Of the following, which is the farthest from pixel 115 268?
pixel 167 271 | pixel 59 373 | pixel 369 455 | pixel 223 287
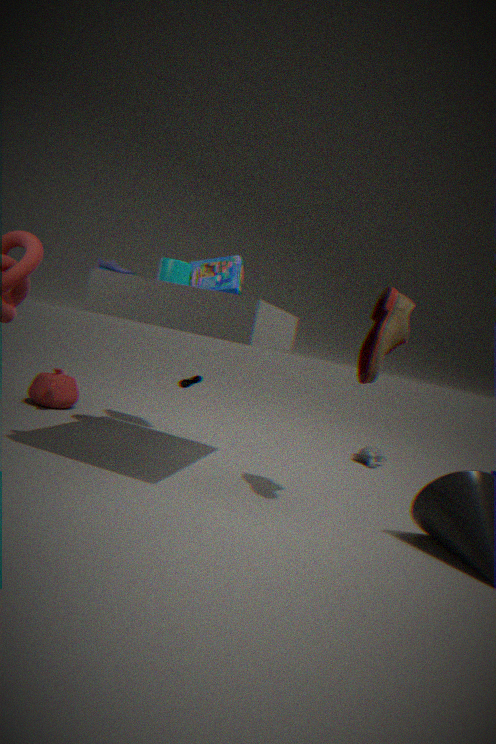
pixel 369 455
